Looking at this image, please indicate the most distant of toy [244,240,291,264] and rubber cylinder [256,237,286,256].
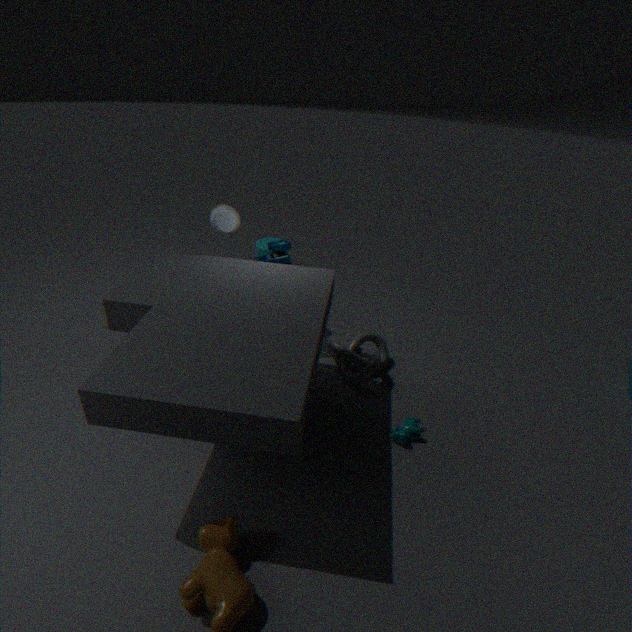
rubber cylinder [256,237,286,256]
